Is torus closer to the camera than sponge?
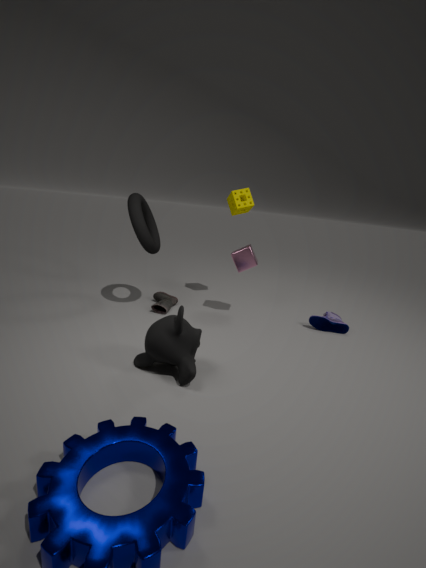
Yes
